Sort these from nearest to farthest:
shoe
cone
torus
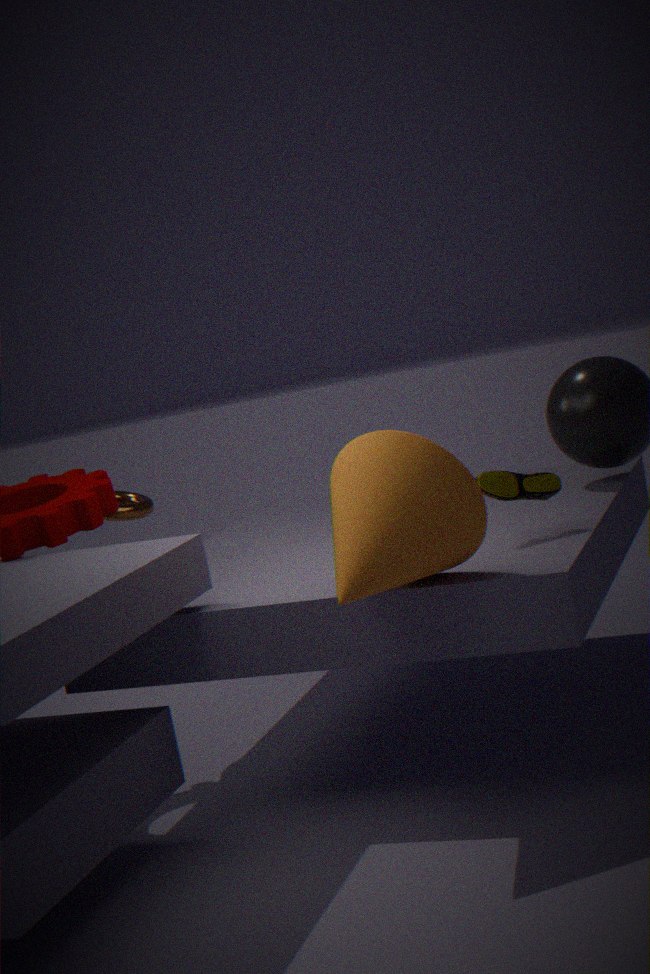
cone → shoe → torus
